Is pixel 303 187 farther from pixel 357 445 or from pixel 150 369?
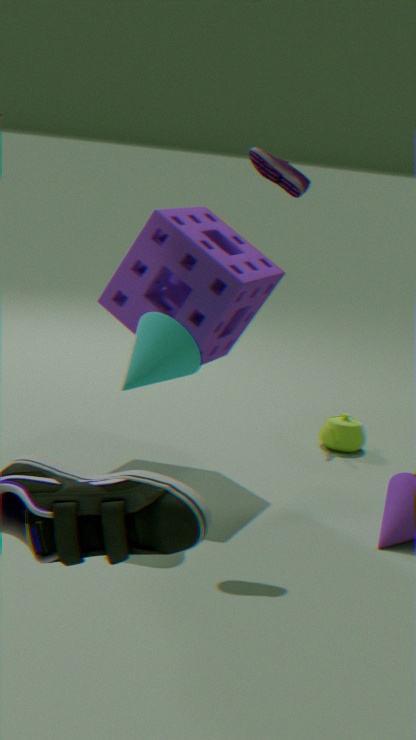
pixel 357 445
